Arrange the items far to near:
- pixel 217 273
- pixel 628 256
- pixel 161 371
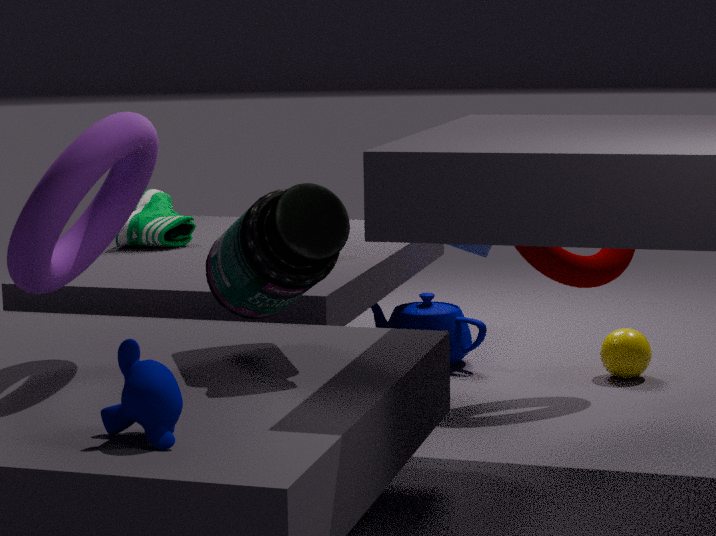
pixel 628 256
pixel 217 273
pixel 161 371
